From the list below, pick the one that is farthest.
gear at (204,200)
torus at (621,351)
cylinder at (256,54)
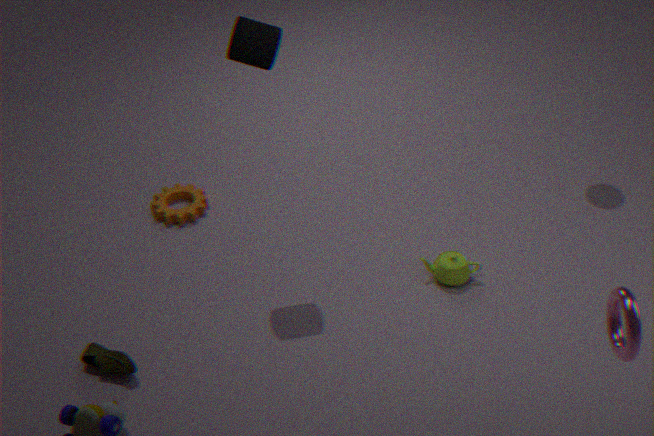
gear at (204,200)
